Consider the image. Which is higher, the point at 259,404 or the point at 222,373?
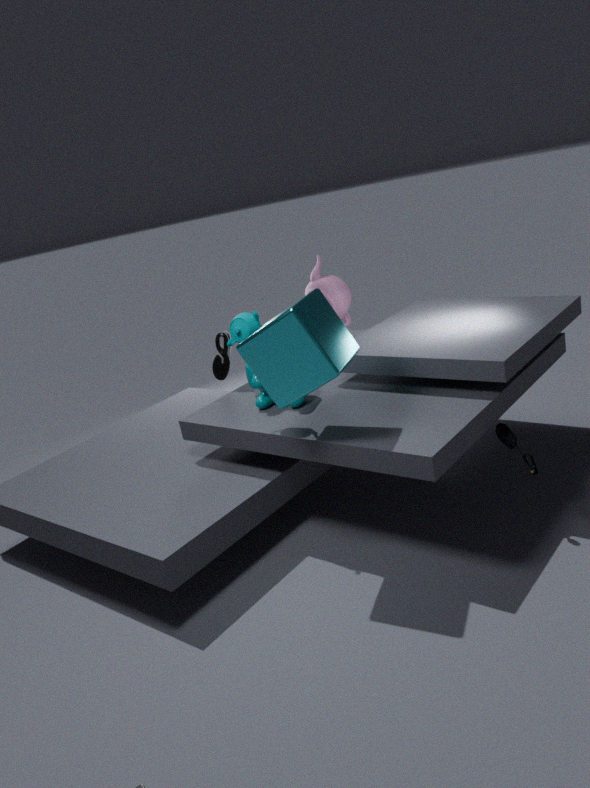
the point at 222,373
